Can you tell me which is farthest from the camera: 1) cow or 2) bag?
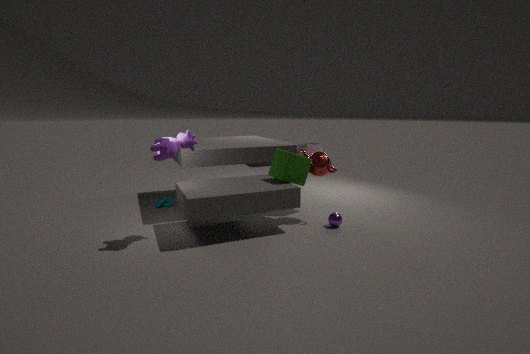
2. bag
